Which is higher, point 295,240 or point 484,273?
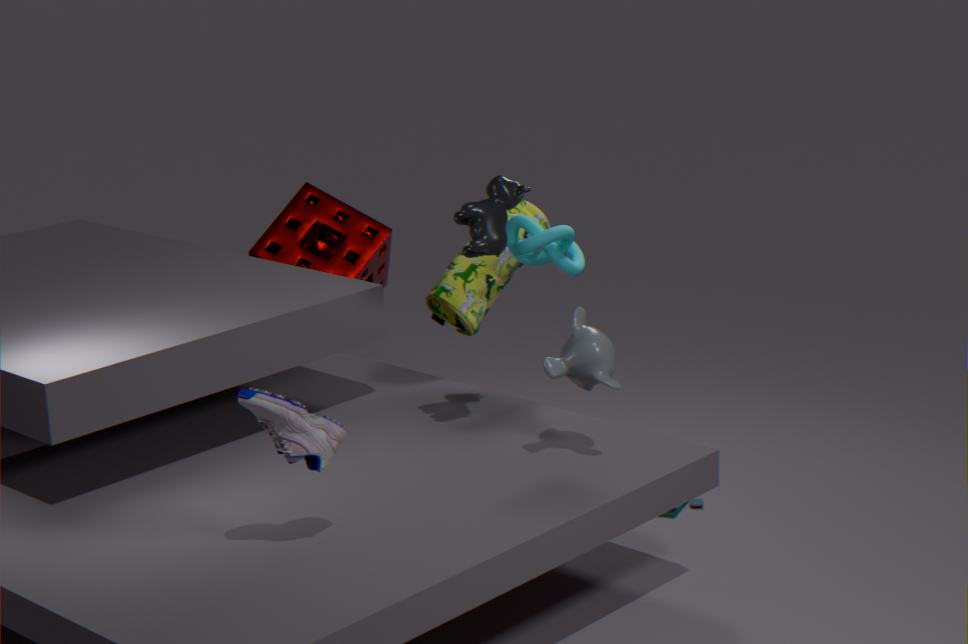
point 484,273
